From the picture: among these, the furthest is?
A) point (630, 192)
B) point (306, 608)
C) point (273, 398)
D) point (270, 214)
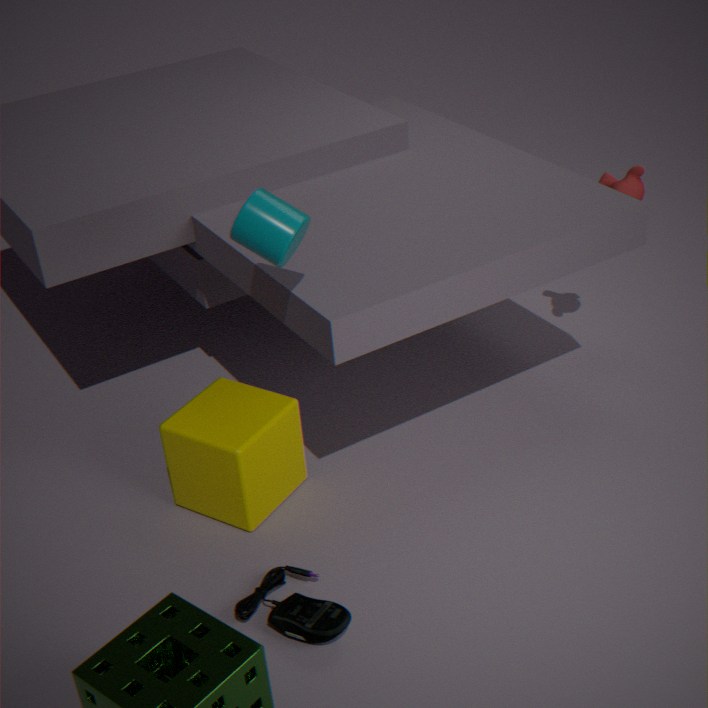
point (630, 192)
